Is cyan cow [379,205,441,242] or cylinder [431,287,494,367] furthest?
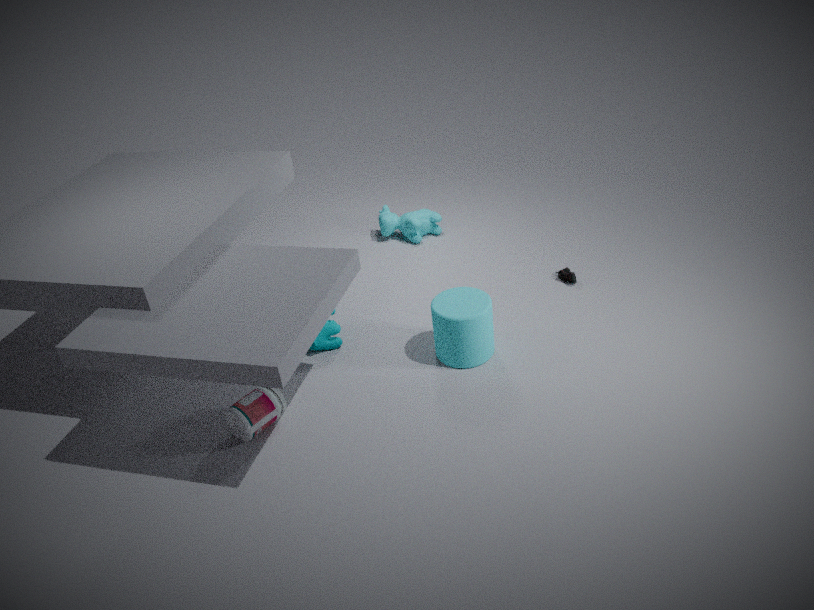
cyan cow [379,205,441,242]
